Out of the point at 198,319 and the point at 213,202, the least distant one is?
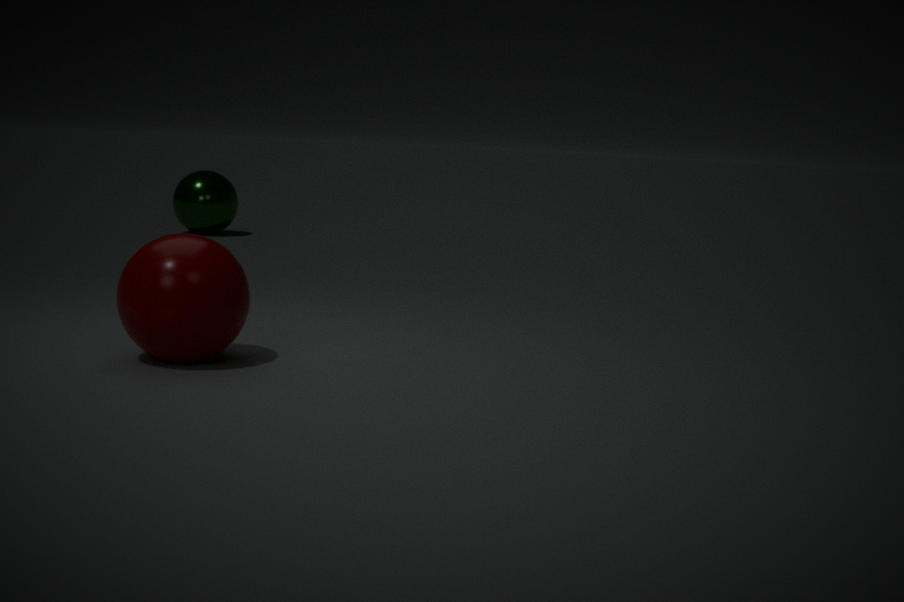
the point at 198,319
